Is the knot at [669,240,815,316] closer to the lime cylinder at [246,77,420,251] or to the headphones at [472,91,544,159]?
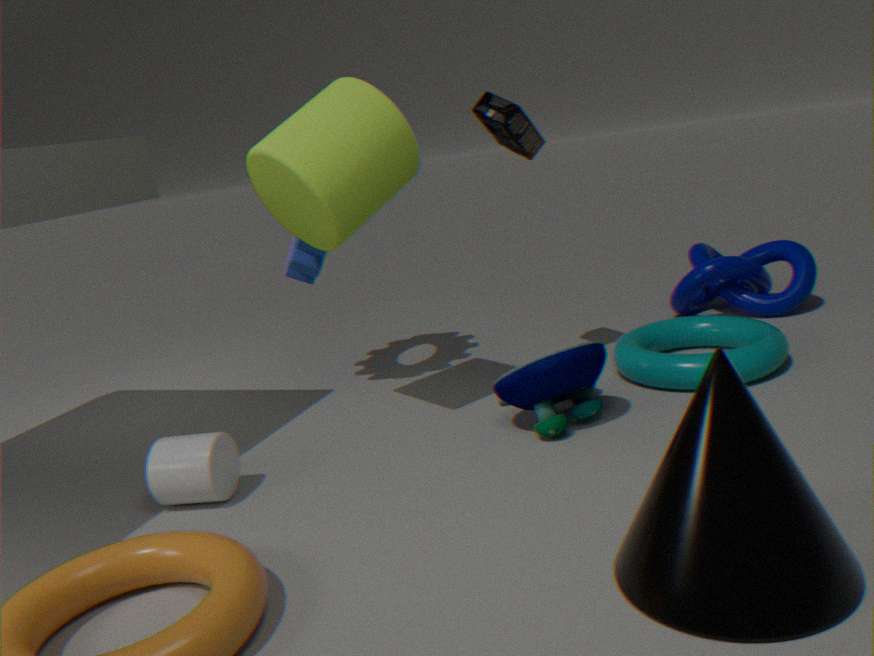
the headphones at [472,91,544,159]
